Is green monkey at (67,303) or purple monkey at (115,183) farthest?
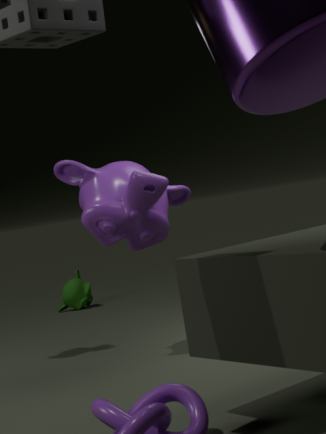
green monkey at (67,303)
